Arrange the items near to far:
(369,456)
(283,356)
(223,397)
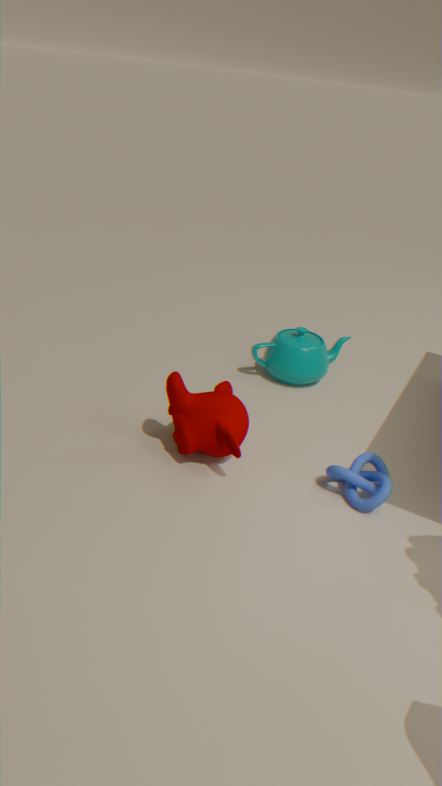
1. (369,456)
2. (223,397)
3. (283,356)
